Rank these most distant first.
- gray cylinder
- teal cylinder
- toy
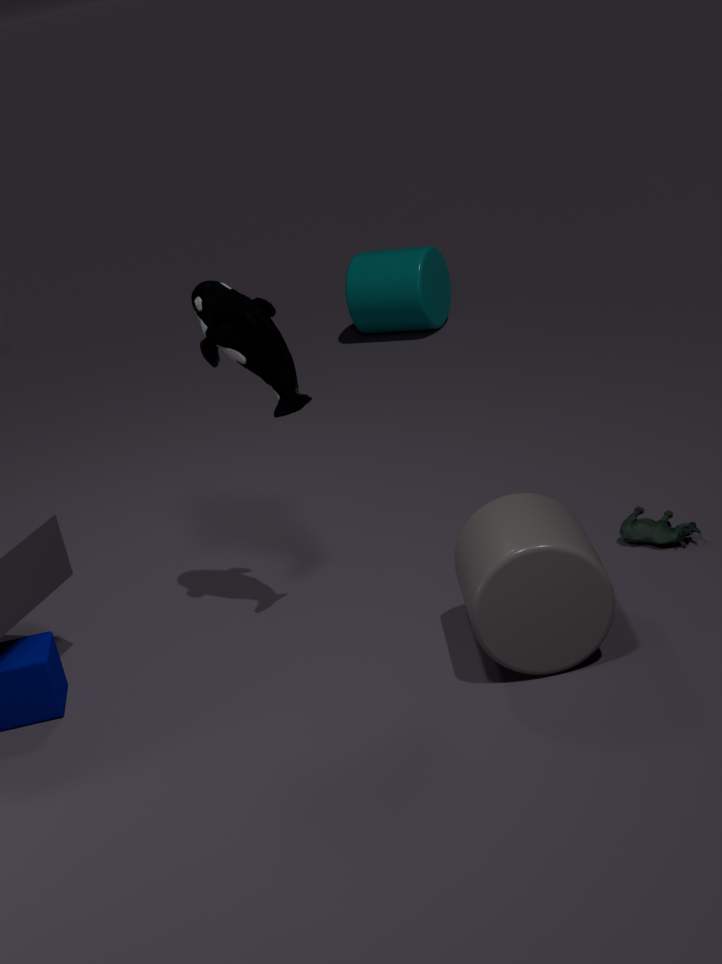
1. teal cylinder
2. toy
3. gray cylinder
